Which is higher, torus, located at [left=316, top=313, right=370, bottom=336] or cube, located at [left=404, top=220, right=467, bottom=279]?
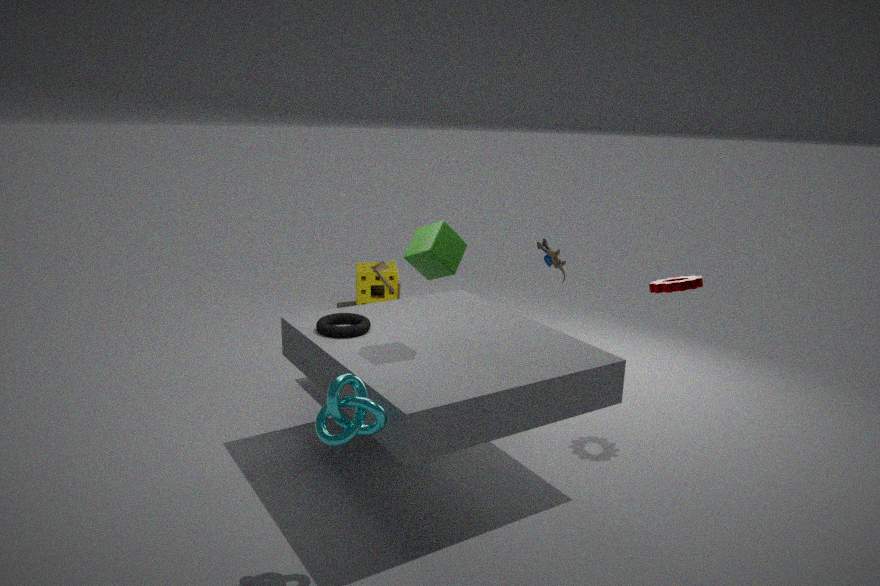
cube, located at [left=404, top=220, right=467, bottom=279]
